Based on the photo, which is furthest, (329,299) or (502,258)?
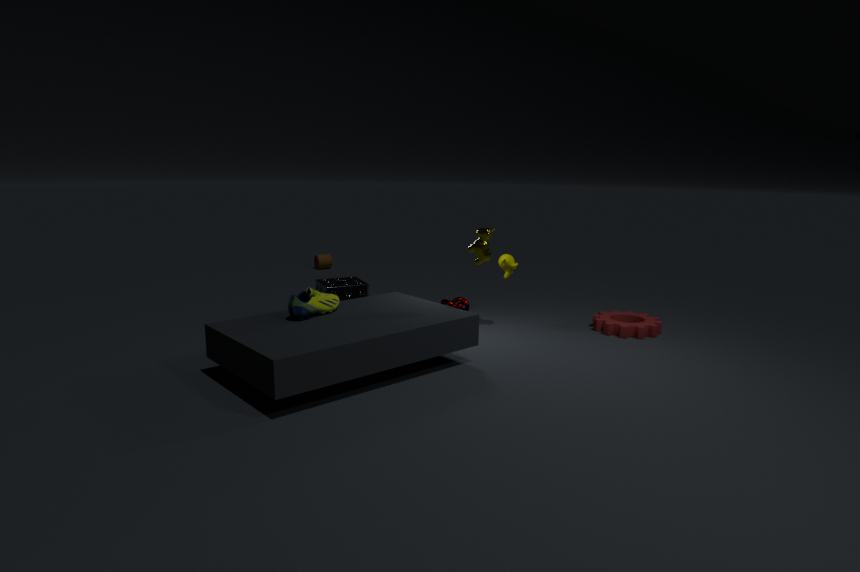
(502,258)
